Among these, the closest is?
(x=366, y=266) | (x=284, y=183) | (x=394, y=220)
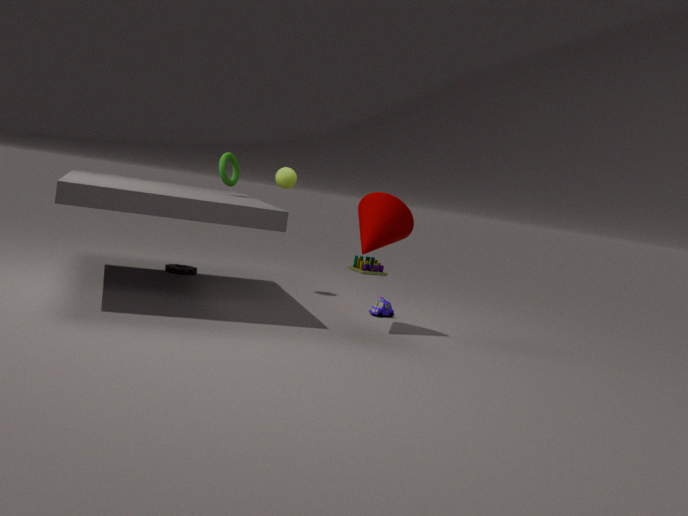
(x=394, y=220)
